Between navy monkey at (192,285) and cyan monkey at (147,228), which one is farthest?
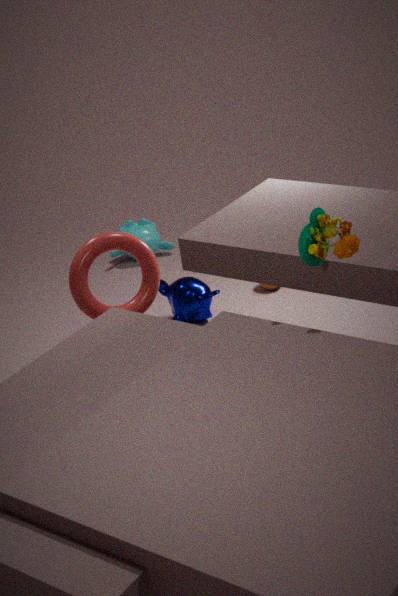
cyan monkey at (147,228)
